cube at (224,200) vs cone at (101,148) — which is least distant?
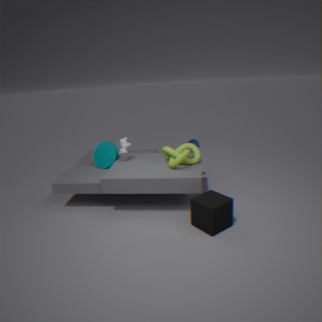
cube at (224,200)
